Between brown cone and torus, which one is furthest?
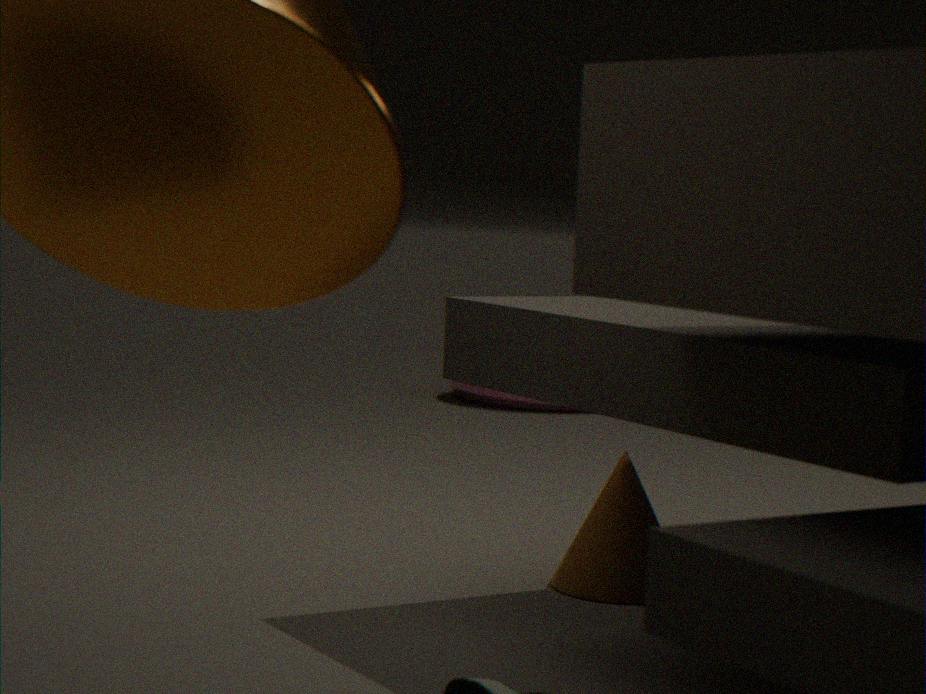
torus
